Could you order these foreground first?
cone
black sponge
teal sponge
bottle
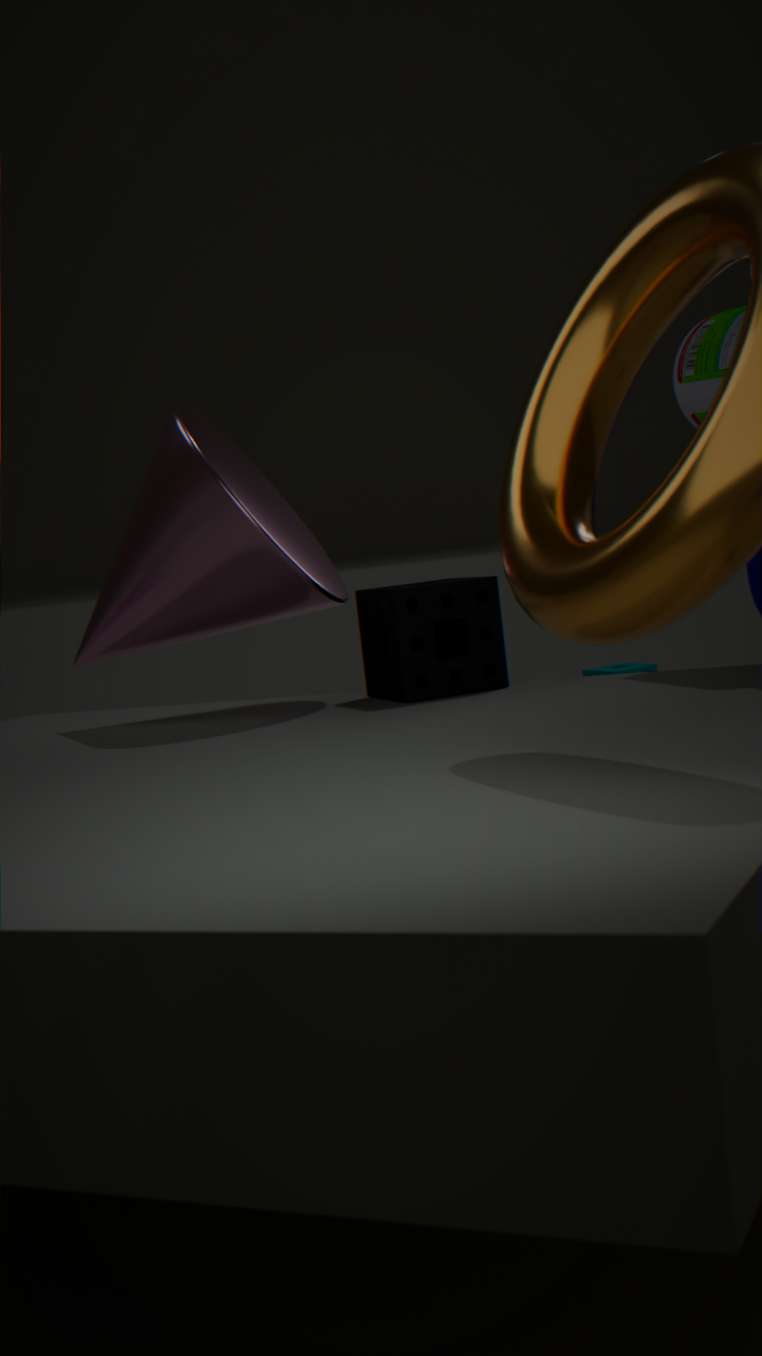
cone, bottle, black sponge, teal sponge
